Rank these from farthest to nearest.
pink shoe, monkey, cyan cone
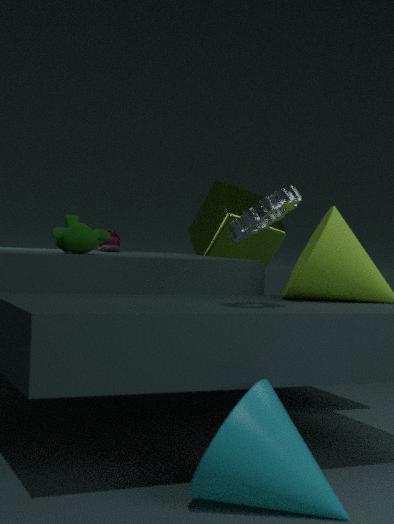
pink shoe
monkey
cyan cone
